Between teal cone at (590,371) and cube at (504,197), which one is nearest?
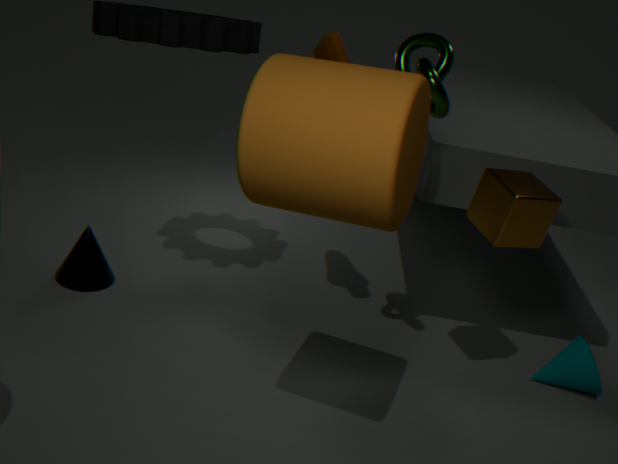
cube at (504,197)
